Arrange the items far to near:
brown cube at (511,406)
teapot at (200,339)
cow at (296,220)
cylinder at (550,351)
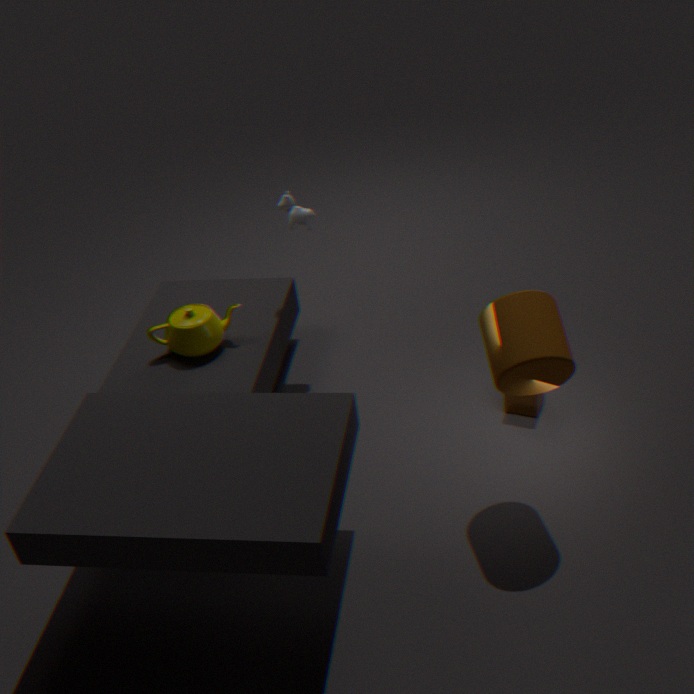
cow at (296,220)
teapot at (200,339)
brown cube at (511,406)
cylinder at (550,351)
